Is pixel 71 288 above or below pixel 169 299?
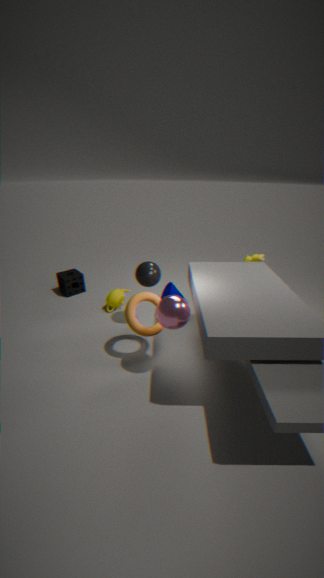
below
